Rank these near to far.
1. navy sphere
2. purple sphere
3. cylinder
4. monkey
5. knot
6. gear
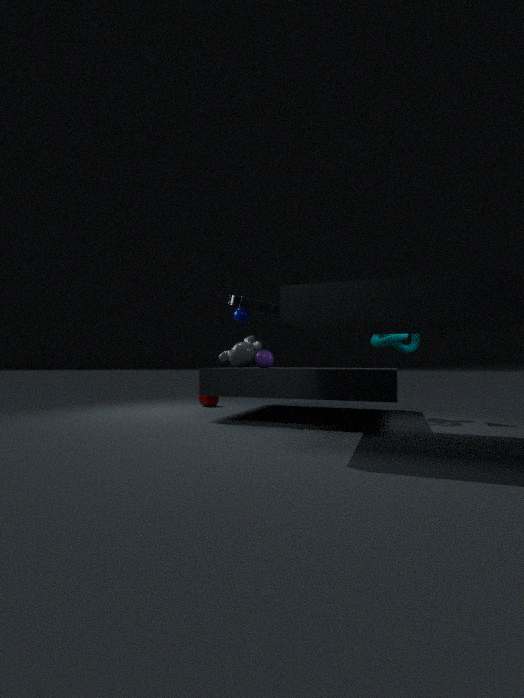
gear < knot < purple sphere < monkey < navy sphere < cylinder
